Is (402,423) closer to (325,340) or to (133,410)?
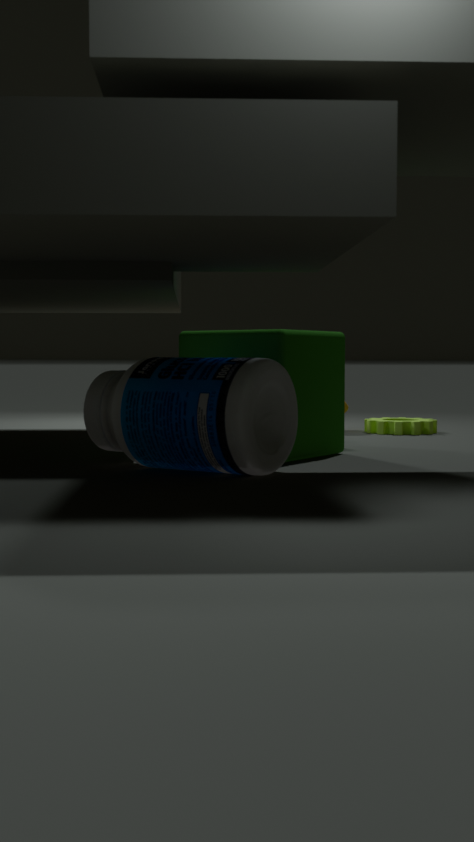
(325,340)
